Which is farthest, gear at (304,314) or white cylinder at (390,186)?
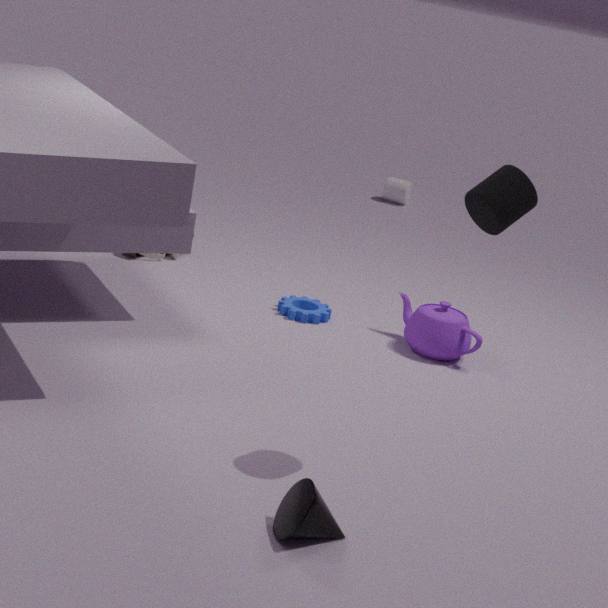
white cylinder at (390,186)
